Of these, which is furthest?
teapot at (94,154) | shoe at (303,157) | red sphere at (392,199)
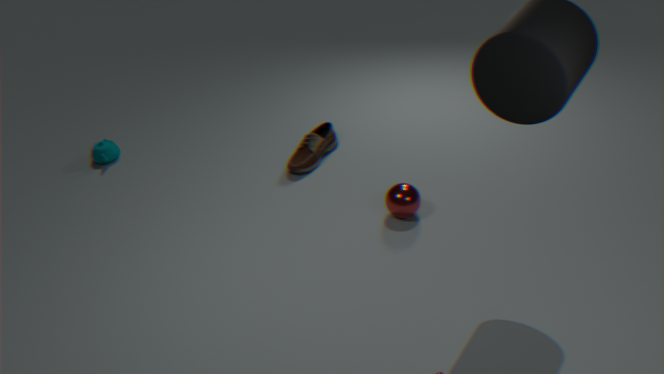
teapot at (94,154)
